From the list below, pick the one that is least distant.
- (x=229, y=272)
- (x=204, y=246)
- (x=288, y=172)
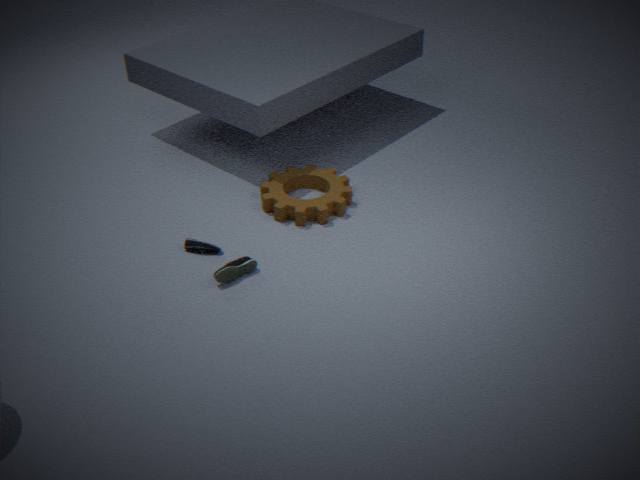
(x=229, y=272)
